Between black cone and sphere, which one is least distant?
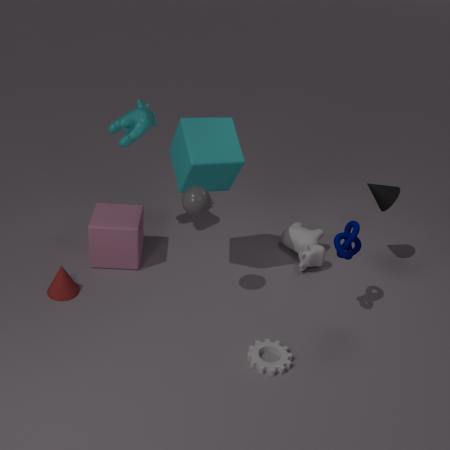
sphere
